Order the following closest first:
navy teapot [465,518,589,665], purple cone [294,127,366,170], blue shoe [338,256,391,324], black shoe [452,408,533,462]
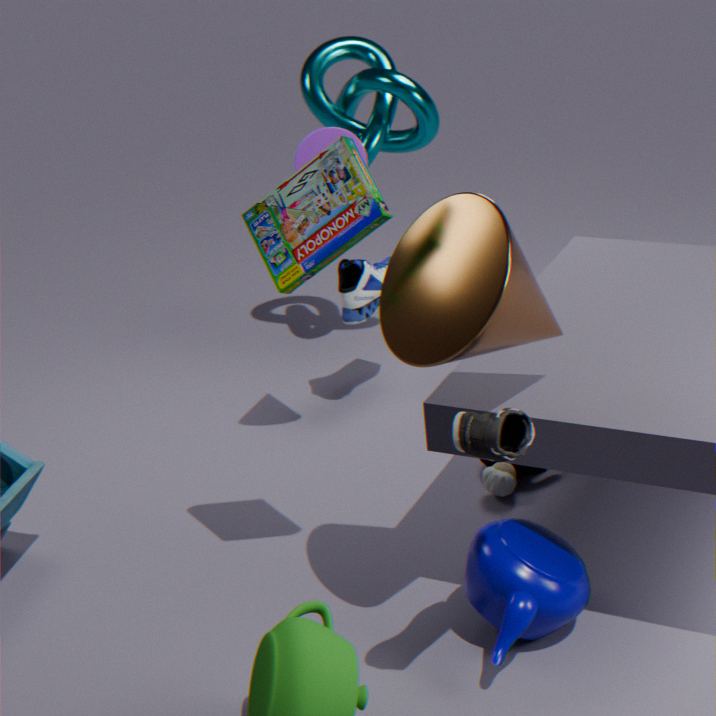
black shoe [452,408,533,462] < navy teapot [465,518,589,665] < purple cone [294,127,366,170] < blue shoe [338,256,391,324]
